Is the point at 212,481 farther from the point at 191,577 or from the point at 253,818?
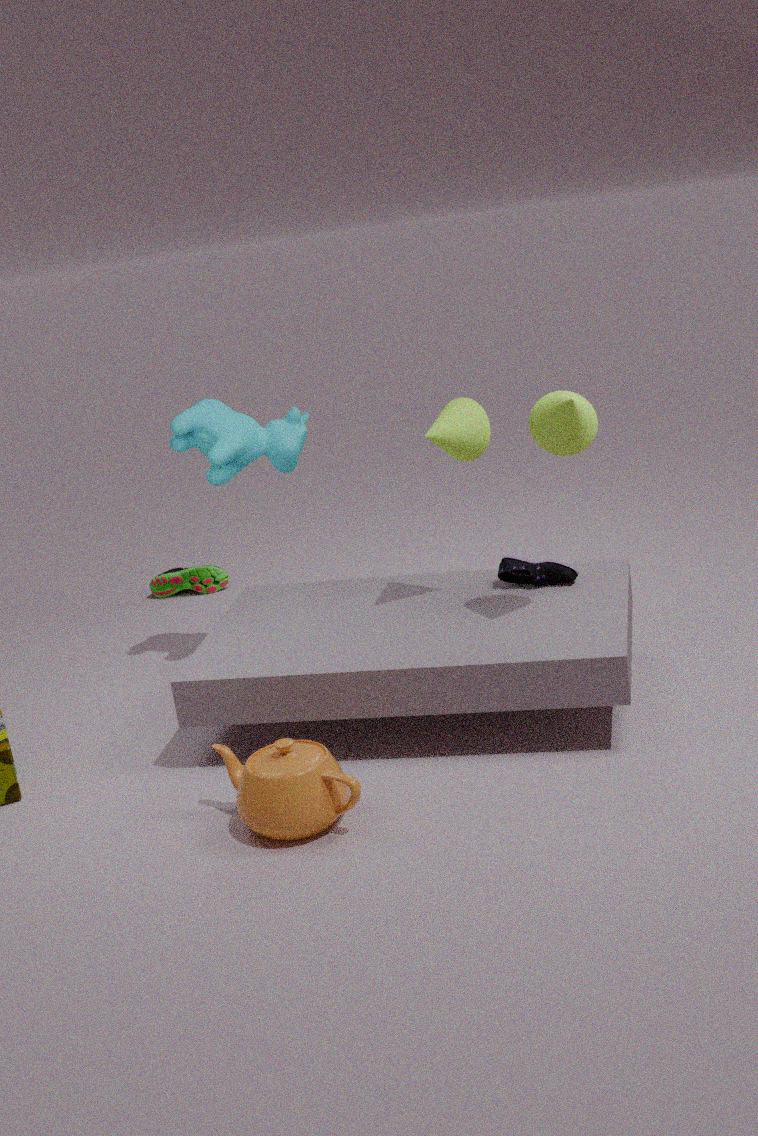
the point at 253,818
